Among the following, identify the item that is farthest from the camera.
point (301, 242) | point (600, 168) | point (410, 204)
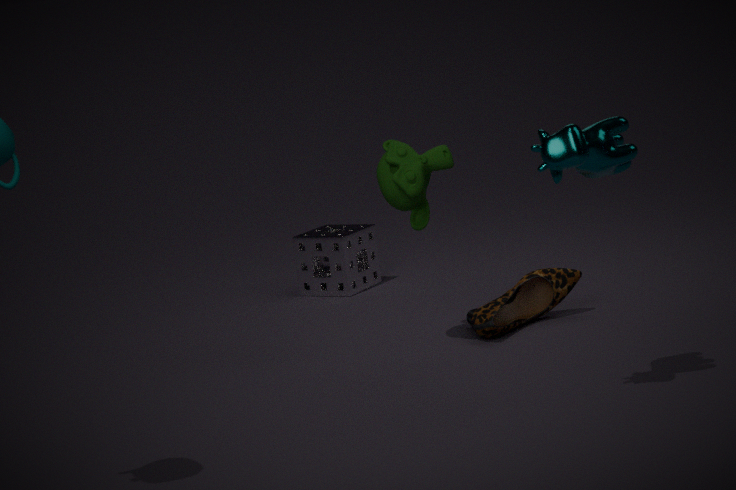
point (301, 242)
